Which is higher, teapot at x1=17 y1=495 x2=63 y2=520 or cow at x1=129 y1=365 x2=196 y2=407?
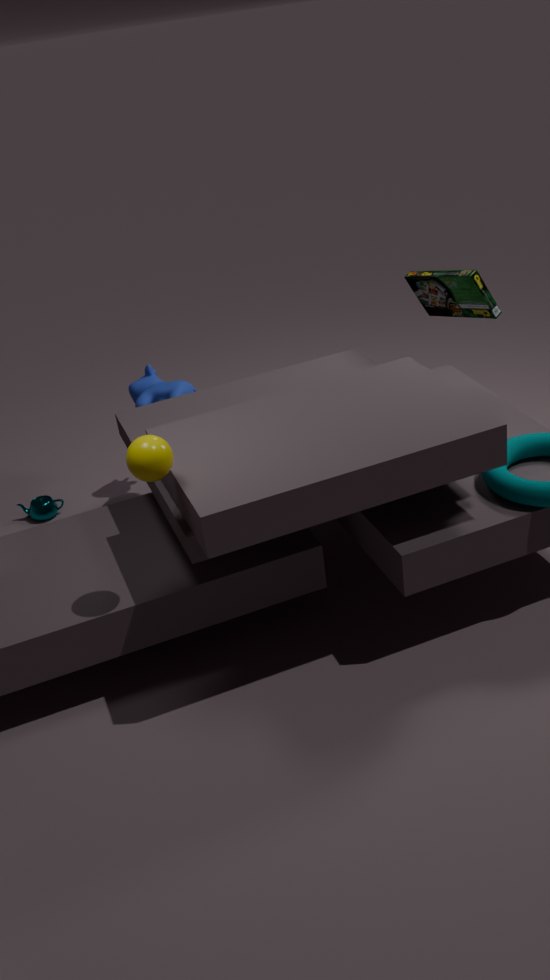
cow at x1=129 y1=365 x2=196 y2=407
